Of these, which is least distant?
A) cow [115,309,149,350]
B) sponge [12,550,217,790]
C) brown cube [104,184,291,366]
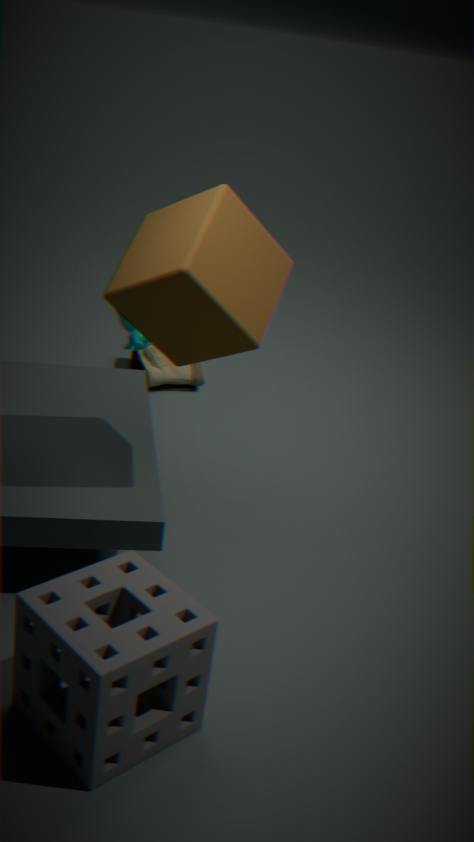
sponge [12,550,217,790]
